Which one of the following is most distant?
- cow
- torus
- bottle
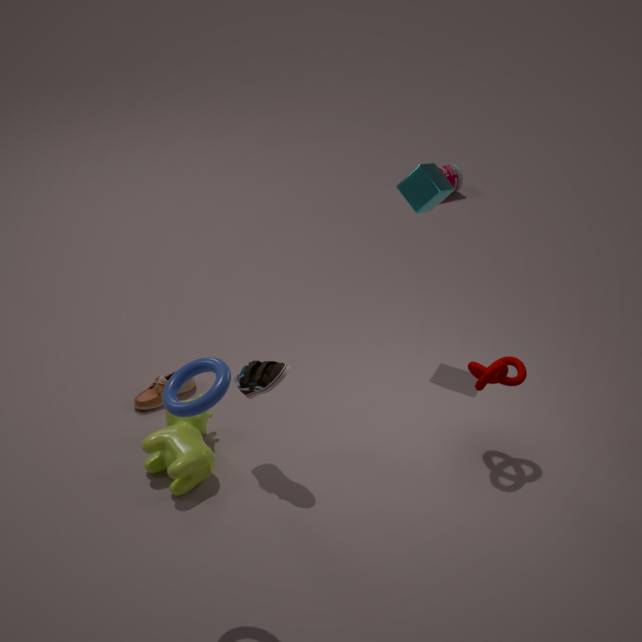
bottle
